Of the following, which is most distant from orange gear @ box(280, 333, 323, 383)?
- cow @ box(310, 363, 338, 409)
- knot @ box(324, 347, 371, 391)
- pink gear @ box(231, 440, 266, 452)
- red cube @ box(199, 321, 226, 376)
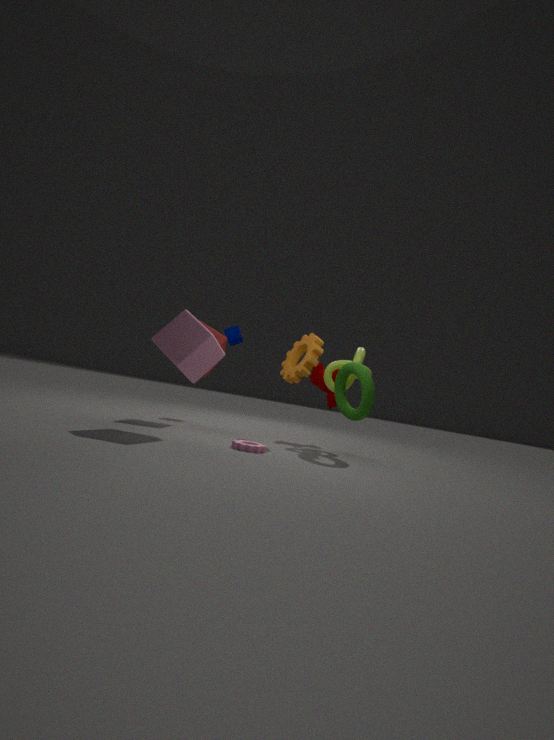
pink gear @ box(231, 440, 266, 452)
